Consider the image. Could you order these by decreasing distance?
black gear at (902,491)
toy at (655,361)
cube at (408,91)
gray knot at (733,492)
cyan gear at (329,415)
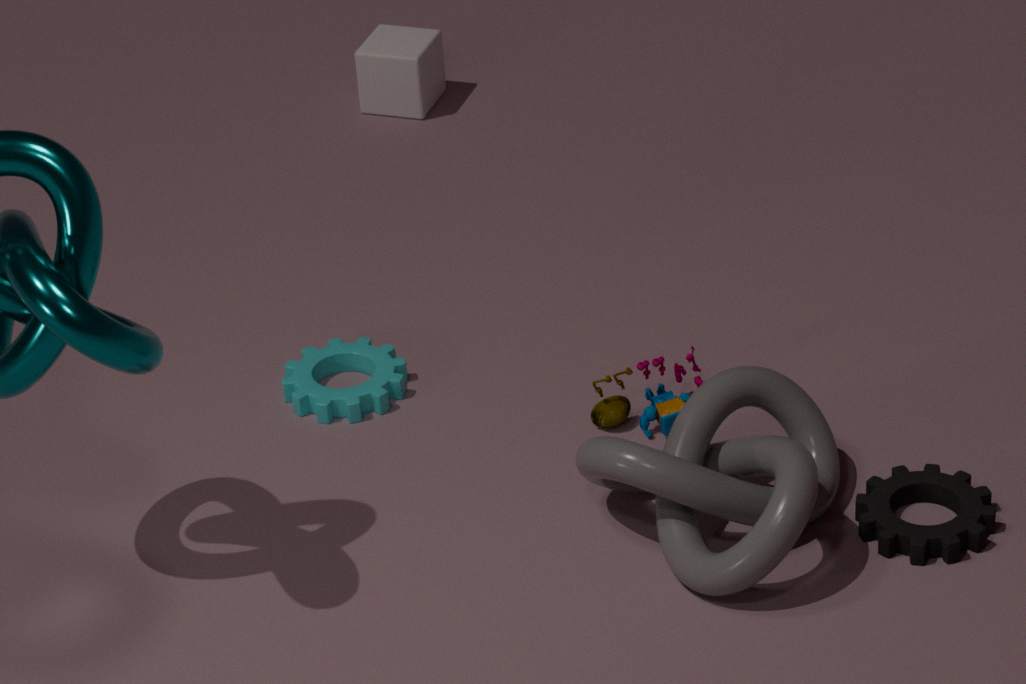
cube at (408,91), cyan gear at (329,415), toy at (655,361), black gear at (902,491), gray knot at (733,492)
